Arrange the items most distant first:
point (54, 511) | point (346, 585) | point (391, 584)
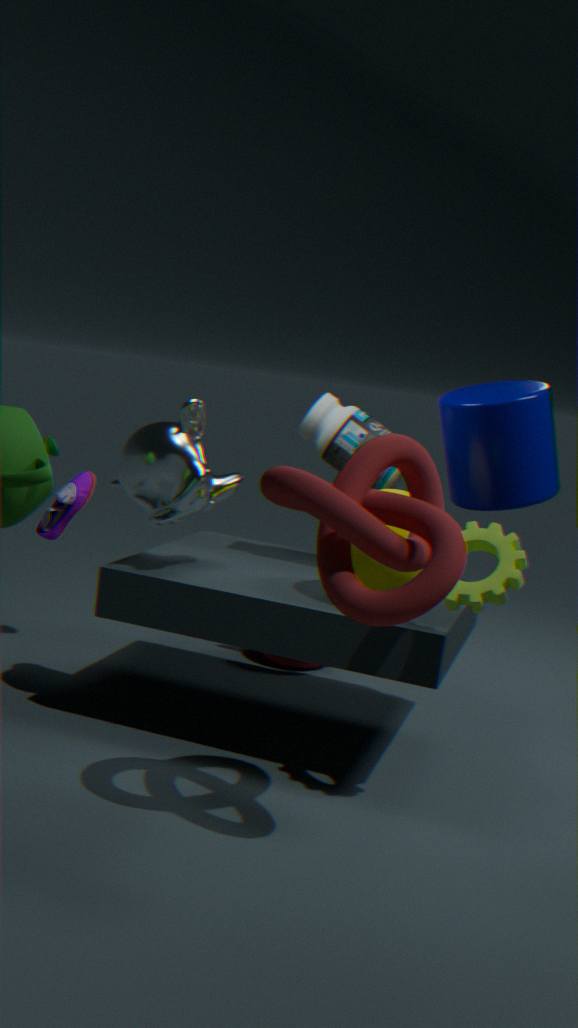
point (54, 511) → point (391, 584) → point (346, 585)
